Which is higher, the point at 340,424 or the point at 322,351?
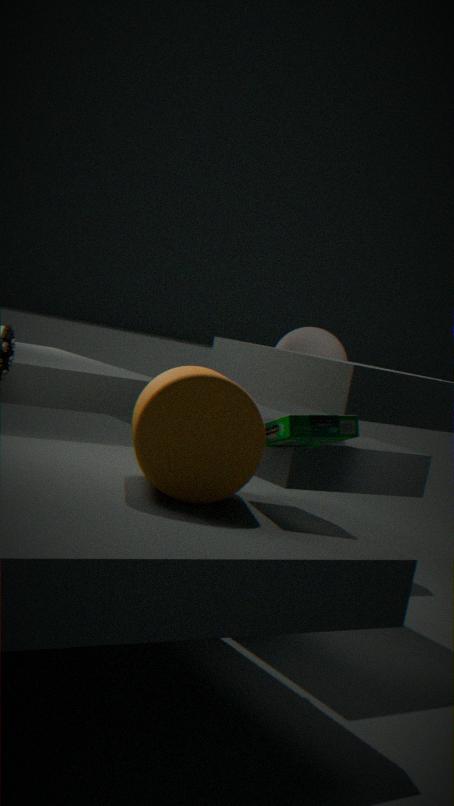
the point at 322,351
